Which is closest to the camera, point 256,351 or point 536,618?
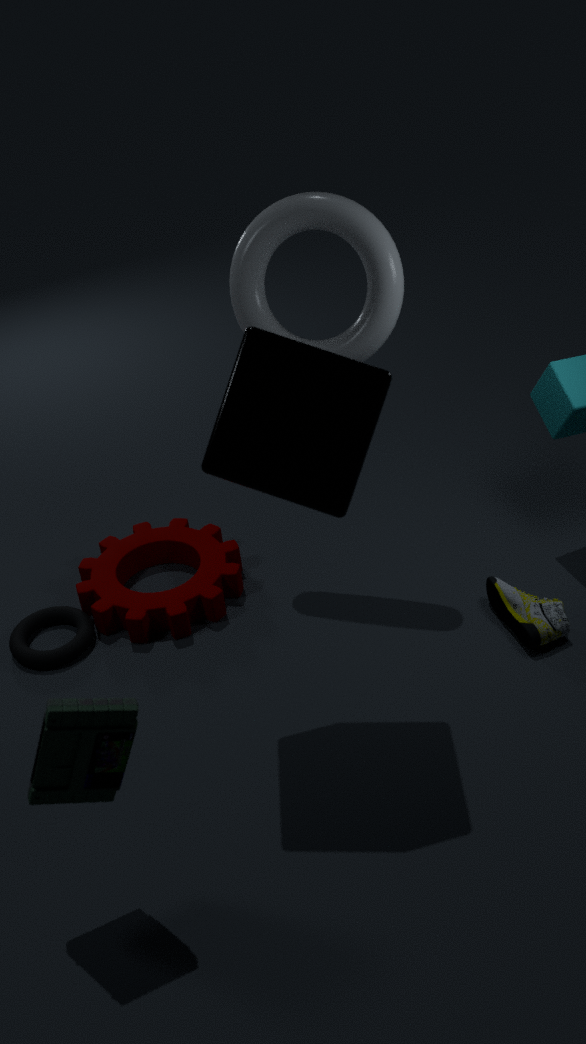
point 256,351
